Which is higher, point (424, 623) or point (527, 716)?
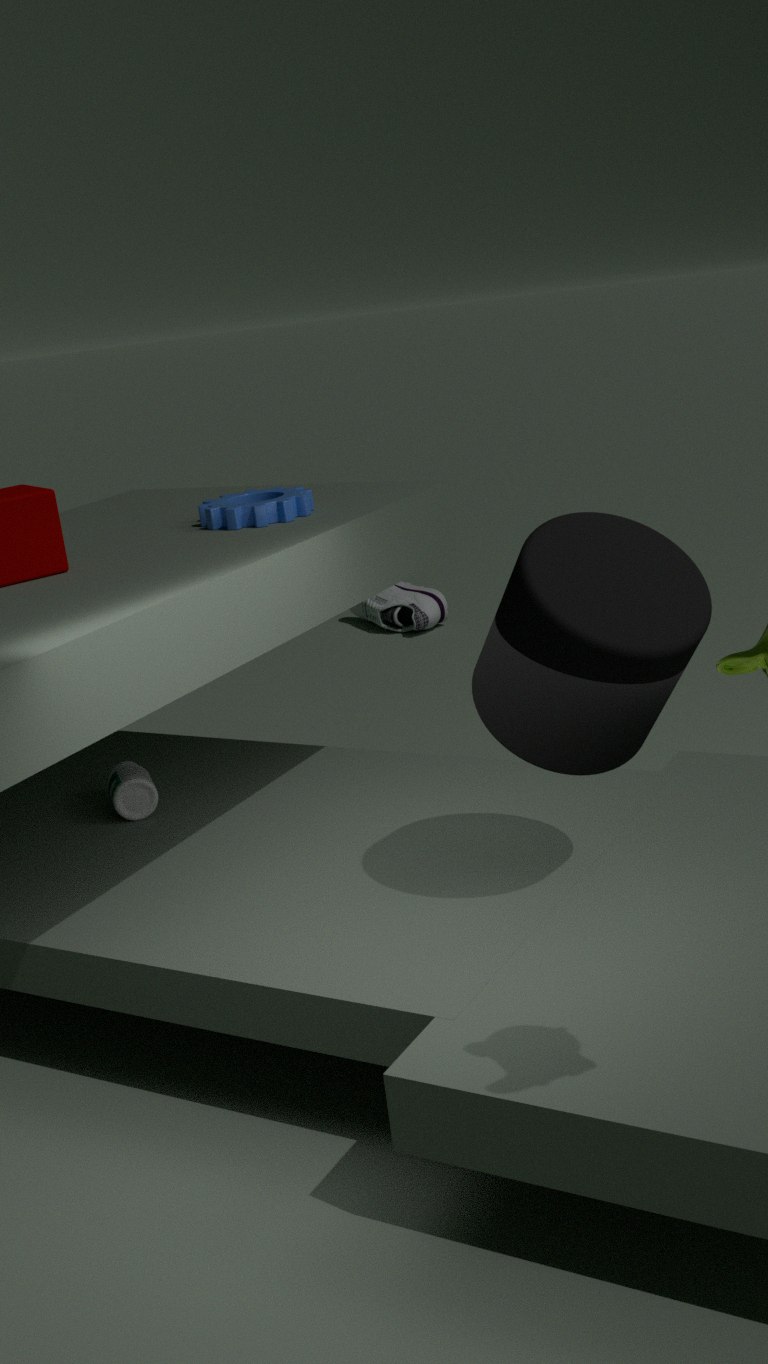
point (527, 716)
